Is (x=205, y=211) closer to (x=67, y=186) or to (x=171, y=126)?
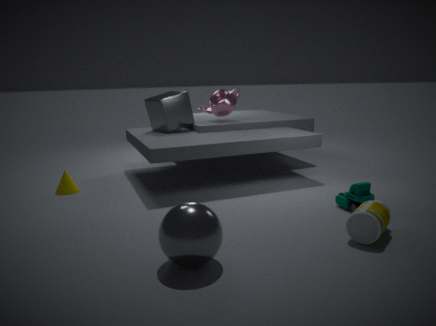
(x=67, y=186)
